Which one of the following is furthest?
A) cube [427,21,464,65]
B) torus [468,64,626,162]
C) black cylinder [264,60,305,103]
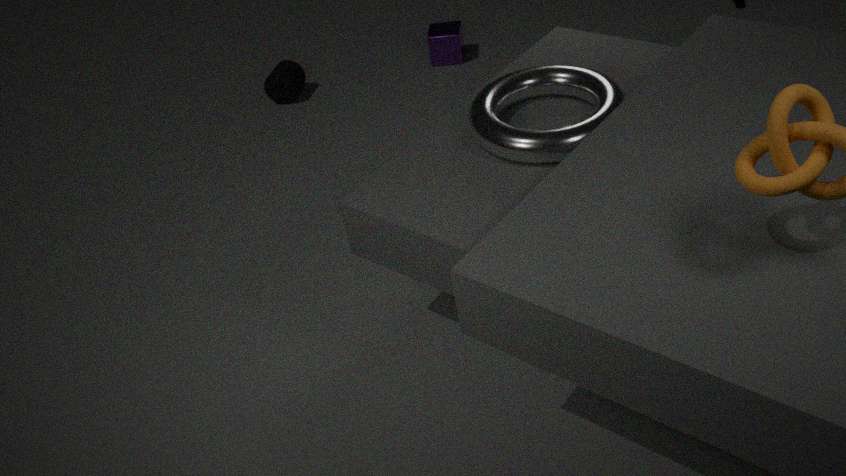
cube [427,21,464,65]
